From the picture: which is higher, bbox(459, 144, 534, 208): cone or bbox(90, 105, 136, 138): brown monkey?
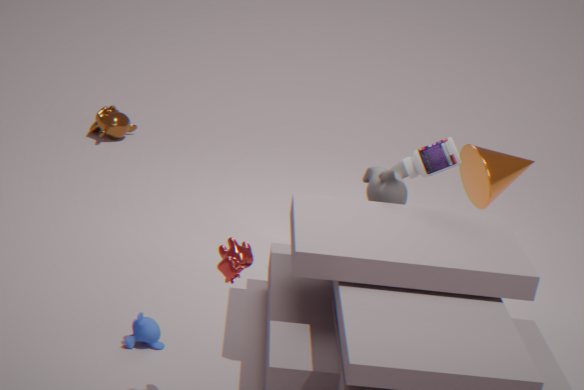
bbox(459, 144, 534, 208): cone
